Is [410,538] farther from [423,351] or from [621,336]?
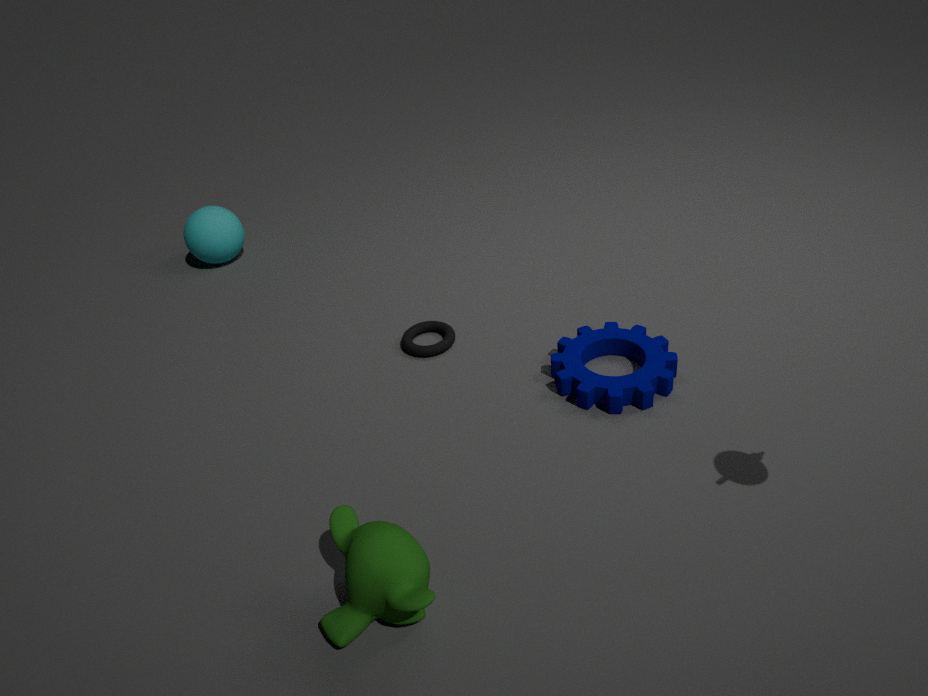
[423,351]
